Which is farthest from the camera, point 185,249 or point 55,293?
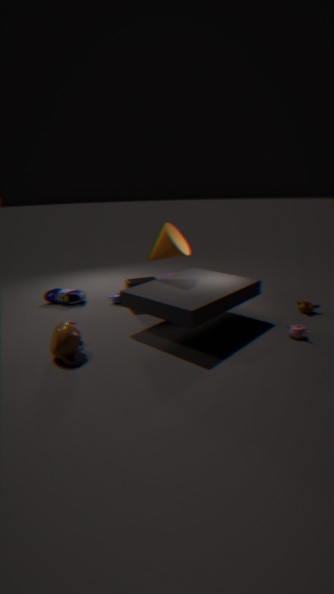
point 55,293
